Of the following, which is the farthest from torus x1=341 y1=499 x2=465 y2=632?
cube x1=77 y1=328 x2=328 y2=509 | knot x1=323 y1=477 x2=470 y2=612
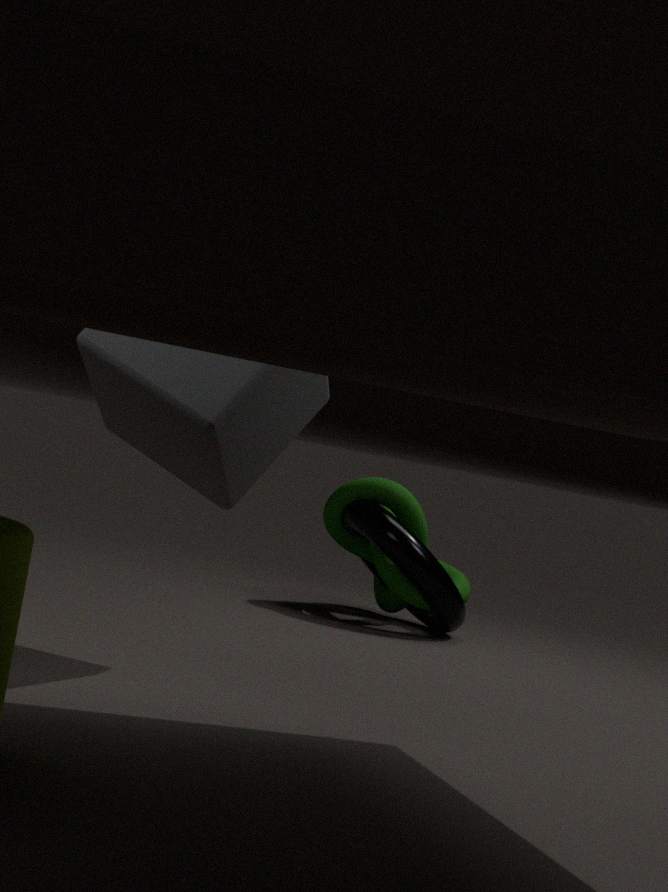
cube x1=77 y1=328 x2=328 y2=509
